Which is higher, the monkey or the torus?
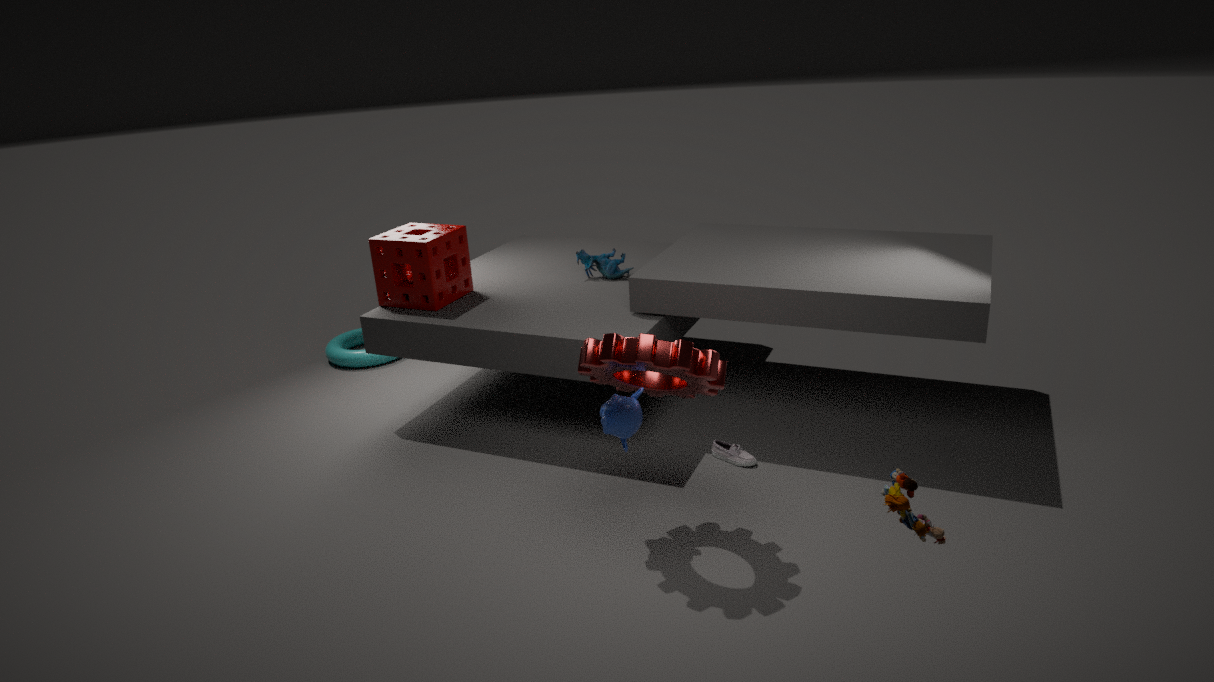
the monkey
